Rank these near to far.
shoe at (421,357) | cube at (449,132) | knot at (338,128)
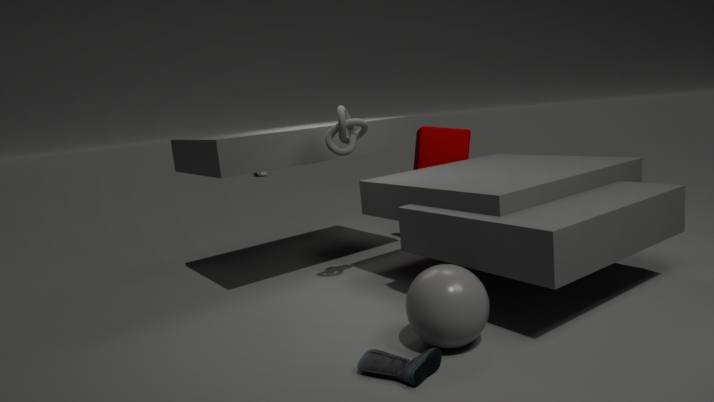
shoe at (421,357) → knot at (338,128) → cube at (449,132)
